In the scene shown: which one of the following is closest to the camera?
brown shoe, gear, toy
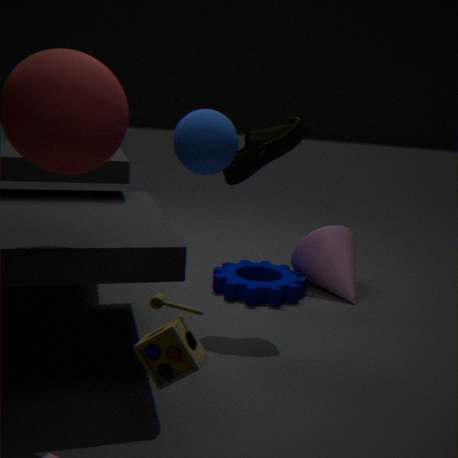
toy
